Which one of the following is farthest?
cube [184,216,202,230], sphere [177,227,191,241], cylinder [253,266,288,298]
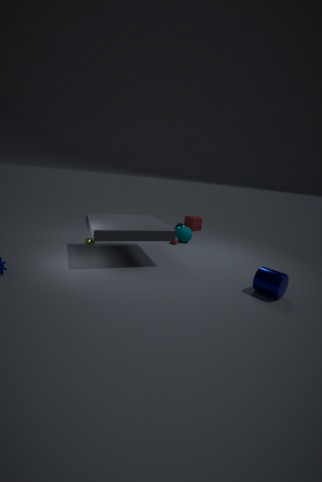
cube [184,216,202,230]
